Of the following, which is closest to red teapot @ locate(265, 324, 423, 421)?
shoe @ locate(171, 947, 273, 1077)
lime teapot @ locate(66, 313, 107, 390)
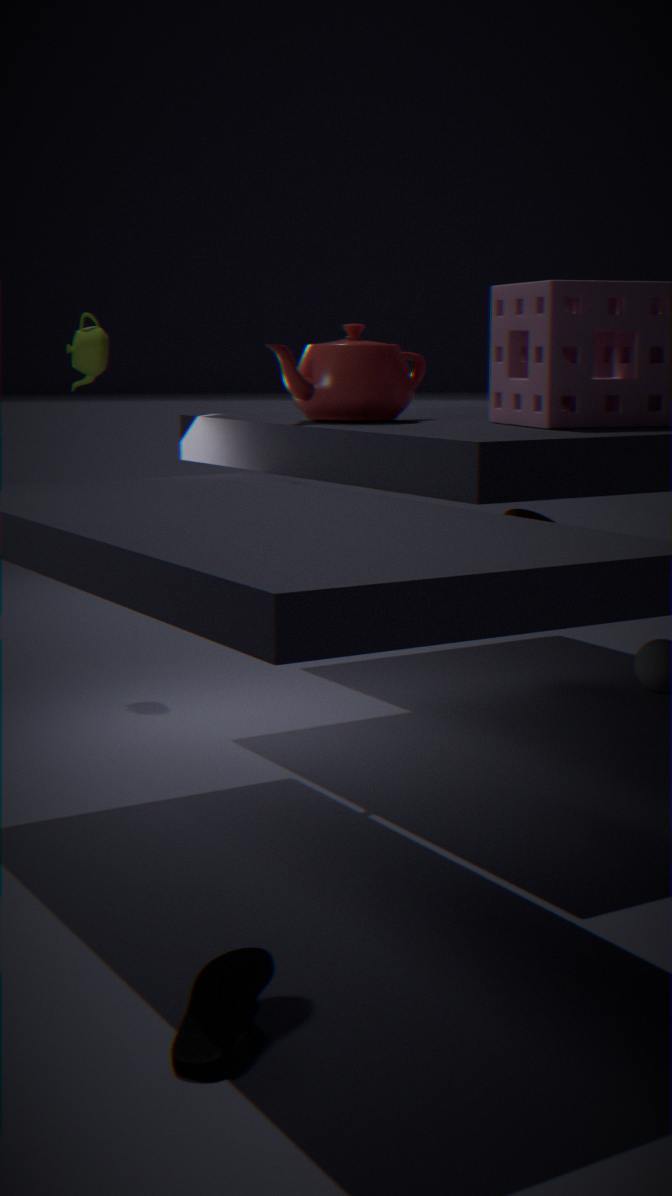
lime teapot @ locate(66, 313, 107, 390)
